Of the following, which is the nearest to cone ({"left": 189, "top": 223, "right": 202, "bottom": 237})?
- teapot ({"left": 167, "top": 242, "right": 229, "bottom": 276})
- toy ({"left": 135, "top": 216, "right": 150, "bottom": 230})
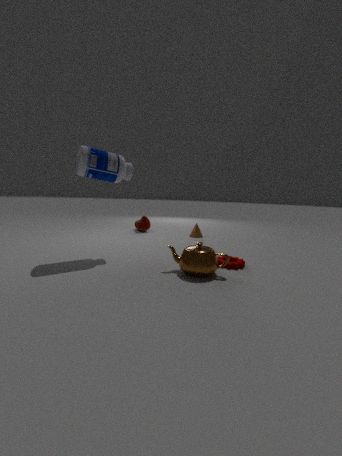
toy ({"left": 135, "top": 216, "right": 150, "bottom": 230})
